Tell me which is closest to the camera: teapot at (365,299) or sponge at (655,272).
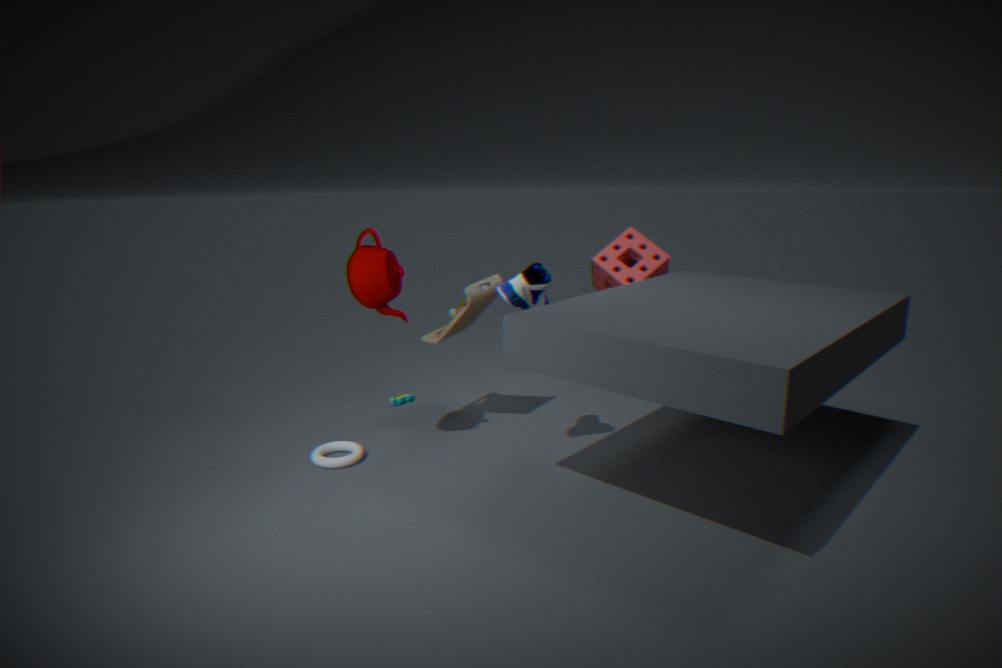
teapot at (365,299)
